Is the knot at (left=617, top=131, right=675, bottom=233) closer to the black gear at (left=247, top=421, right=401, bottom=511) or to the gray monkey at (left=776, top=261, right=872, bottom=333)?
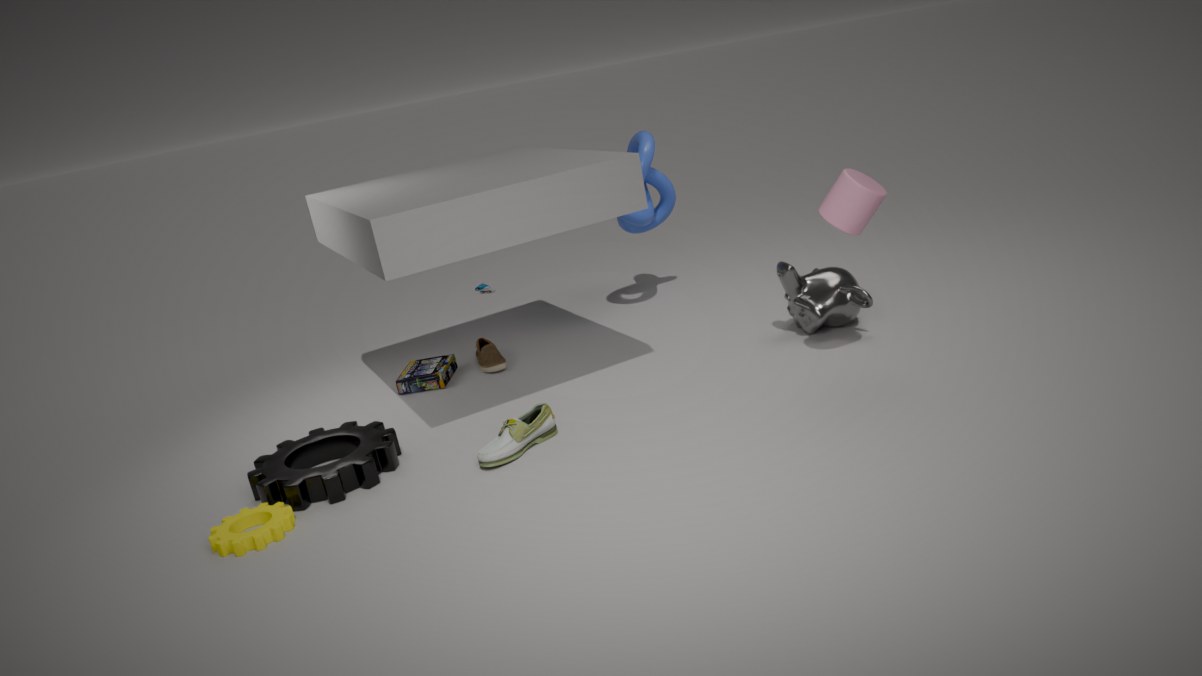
the gray monkey at (left=776, top=261, right=872, bottom=333)
